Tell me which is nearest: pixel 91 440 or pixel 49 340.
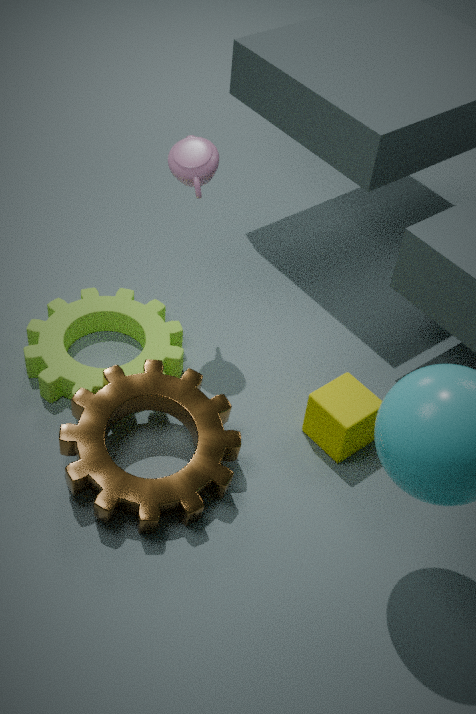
pixel 91 440
